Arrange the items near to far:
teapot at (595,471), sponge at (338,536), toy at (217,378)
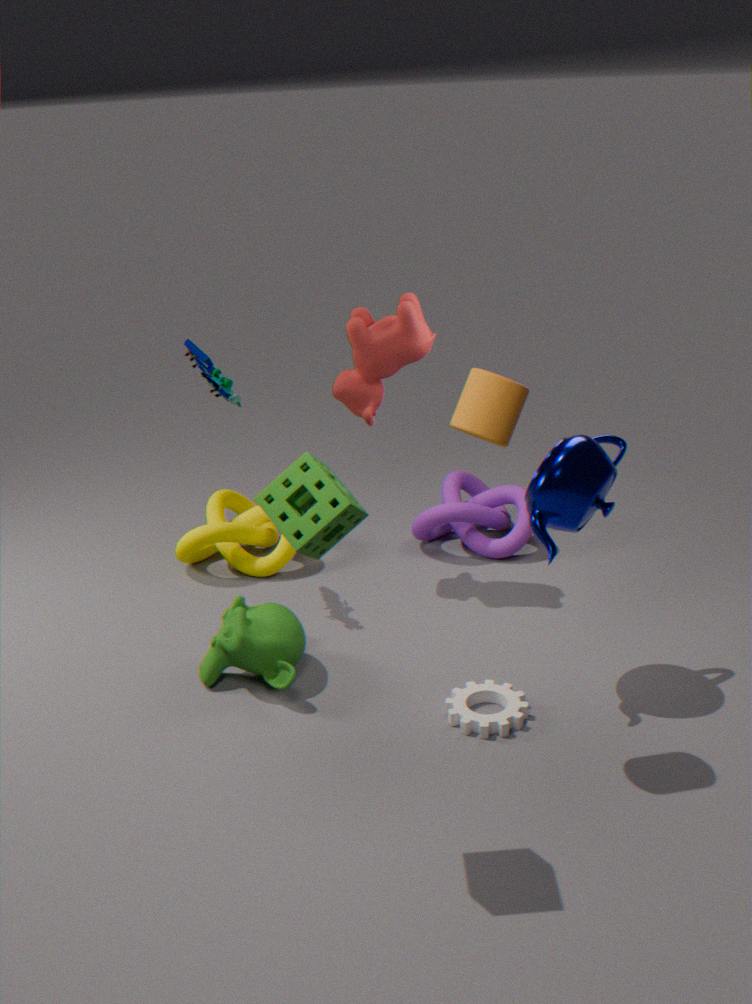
sponge at (338,536)
teapot at (595,471)
toy at (217,378)
